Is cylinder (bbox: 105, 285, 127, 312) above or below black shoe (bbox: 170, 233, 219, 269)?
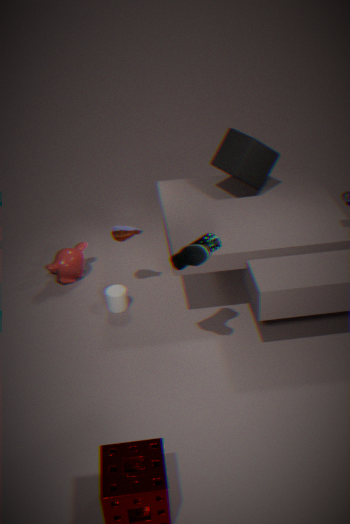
below
